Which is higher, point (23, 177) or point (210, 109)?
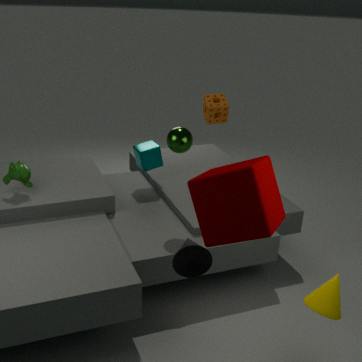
point (210, 109)
